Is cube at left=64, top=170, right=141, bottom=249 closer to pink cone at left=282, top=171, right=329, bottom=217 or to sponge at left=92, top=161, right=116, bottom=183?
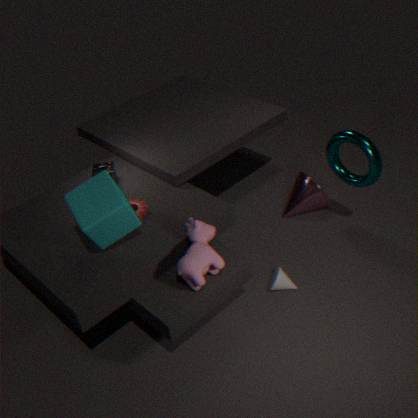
sponge at left=92, top=161, right=116, bottom=183
